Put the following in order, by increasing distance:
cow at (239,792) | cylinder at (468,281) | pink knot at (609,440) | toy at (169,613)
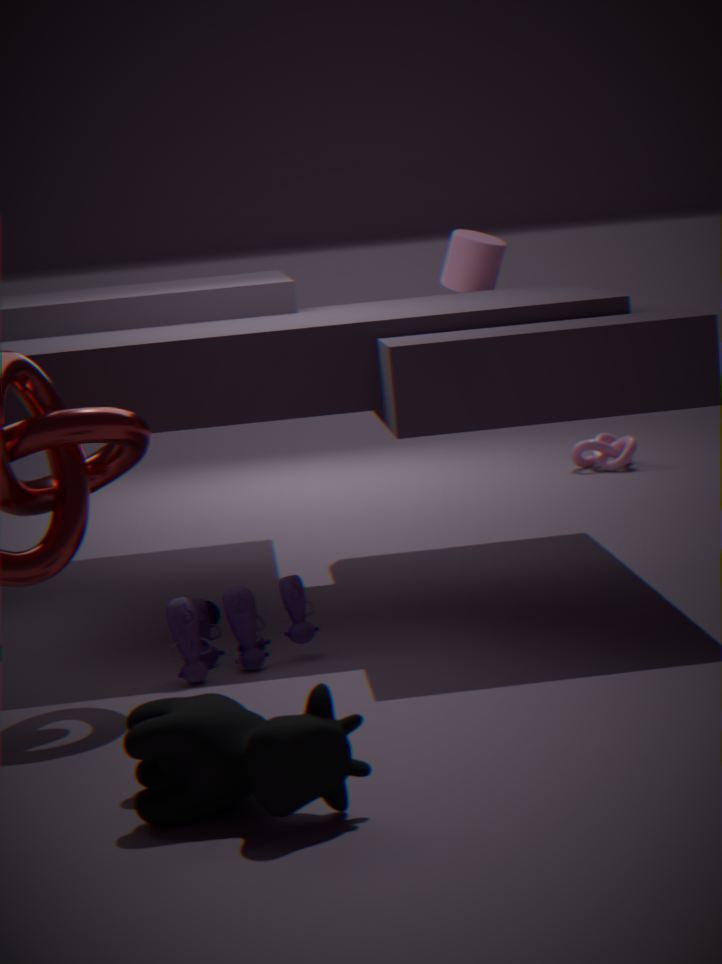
cow at (239,792), toy at (169,613), cylinder at (468,281), pink knot at (609,440)
